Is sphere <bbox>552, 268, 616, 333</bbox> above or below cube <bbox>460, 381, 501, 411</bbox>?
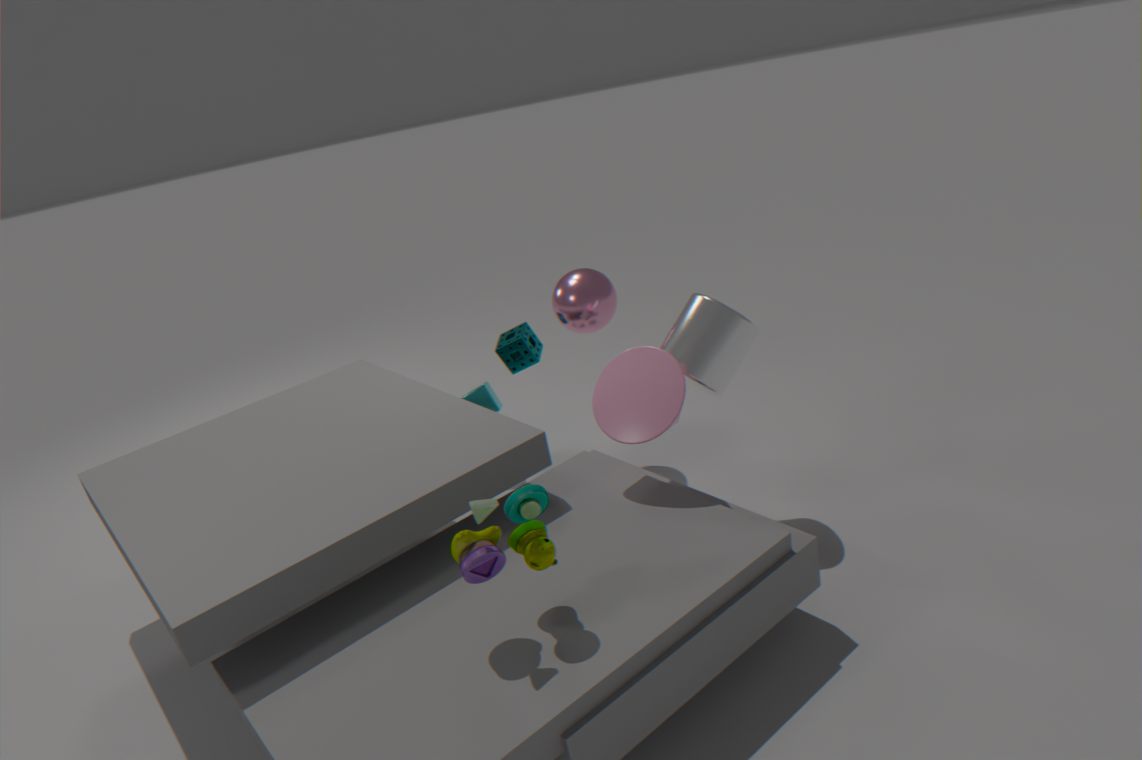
above
